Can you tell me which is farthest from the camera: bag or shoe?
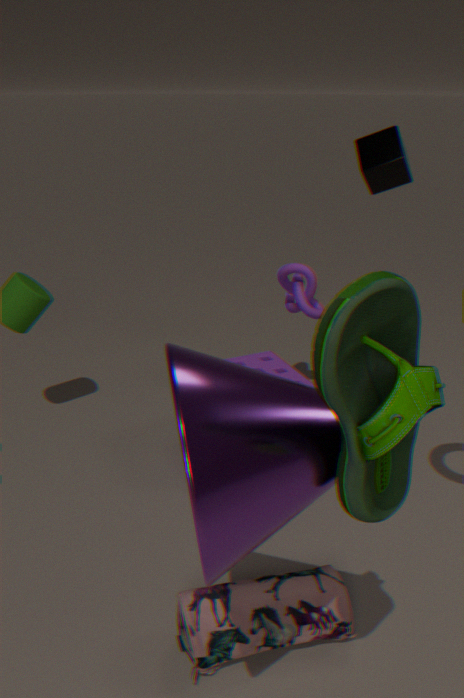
bag
